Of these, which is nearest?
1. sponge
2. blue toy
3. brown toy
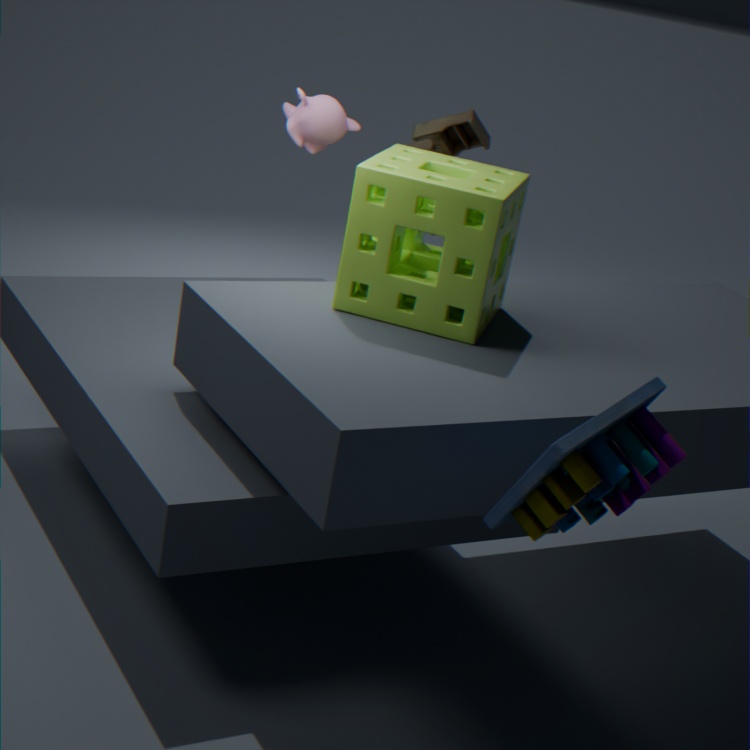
blue toy
